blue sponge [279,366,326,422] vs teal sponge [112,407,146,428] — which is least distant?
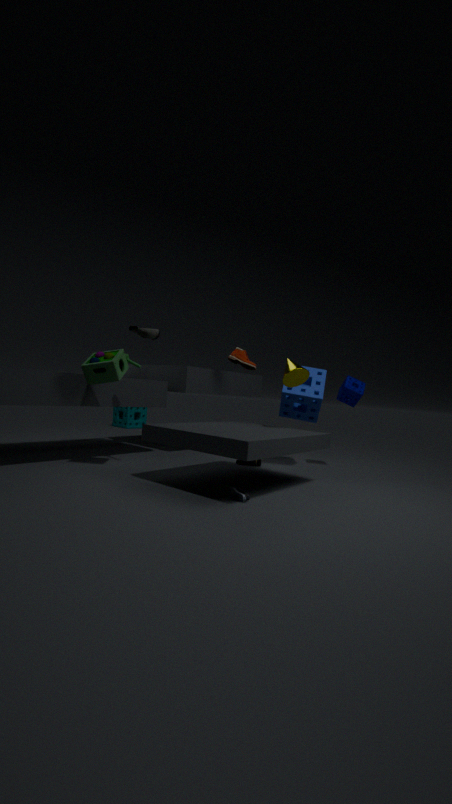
blue sponge [279,366,326,422]
